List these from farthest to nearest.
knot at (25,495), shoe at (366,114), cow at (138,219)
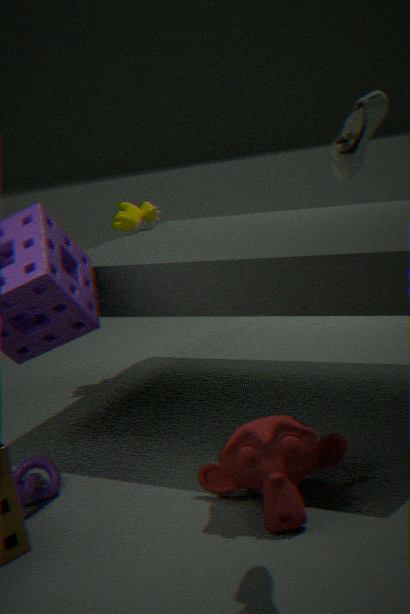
cow at (138,219)
knot at (25,495)
shoe at (366,114)
